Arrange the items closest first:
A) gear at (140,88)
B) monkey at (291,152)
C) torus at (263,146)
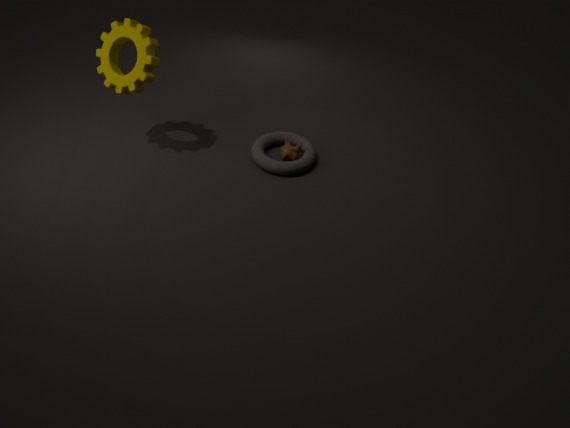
gear at (140,88), torus at (263,146), monkey at (291,152)
